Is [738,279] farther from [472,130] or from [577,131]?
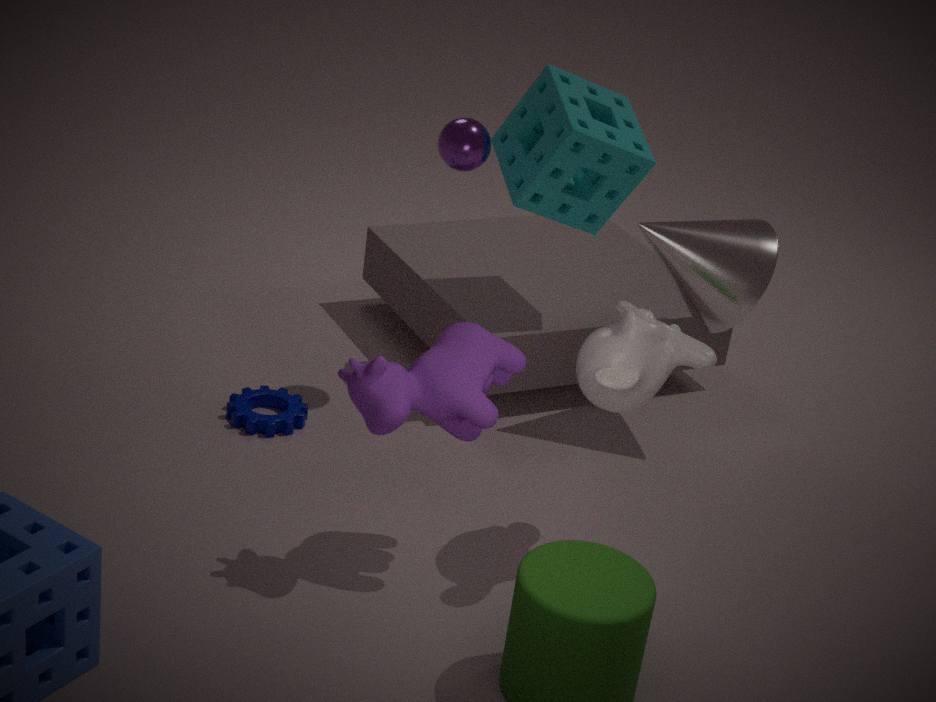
[472,130]
